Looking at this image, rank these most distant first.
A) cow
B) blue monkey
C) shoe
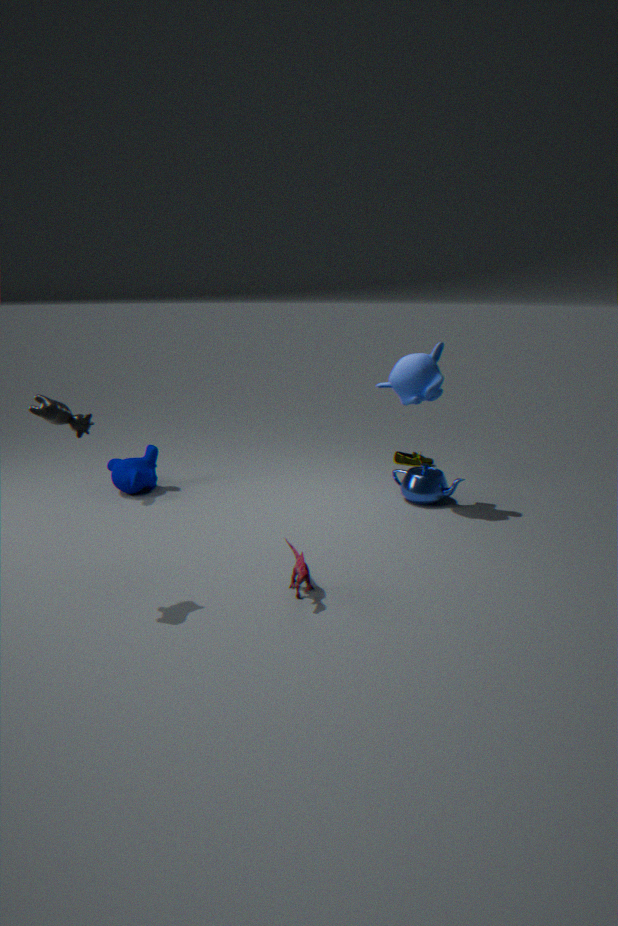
shoe → blue monkey → cow
